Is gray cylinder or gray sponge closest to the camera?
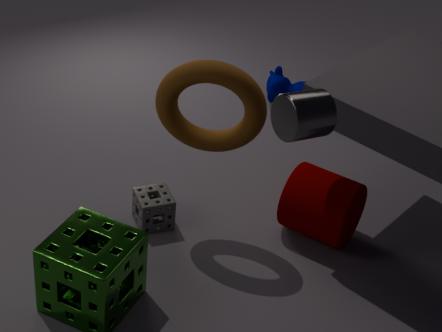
gray cylinder
